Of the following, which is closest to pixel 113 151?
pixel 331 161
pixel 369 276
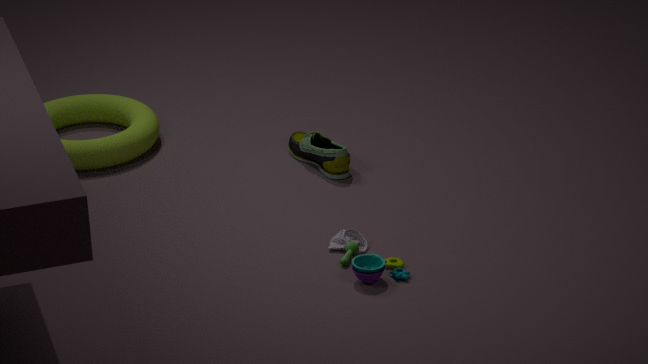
pixel 331 161
